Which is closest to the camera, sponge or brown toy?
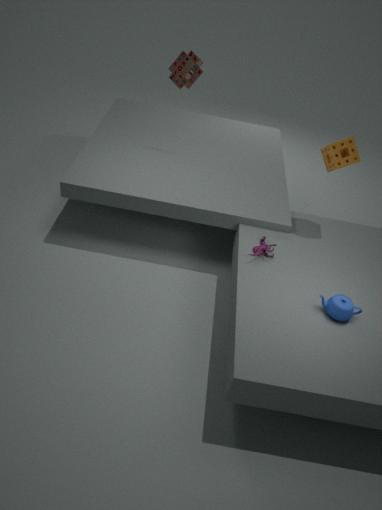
sponge
